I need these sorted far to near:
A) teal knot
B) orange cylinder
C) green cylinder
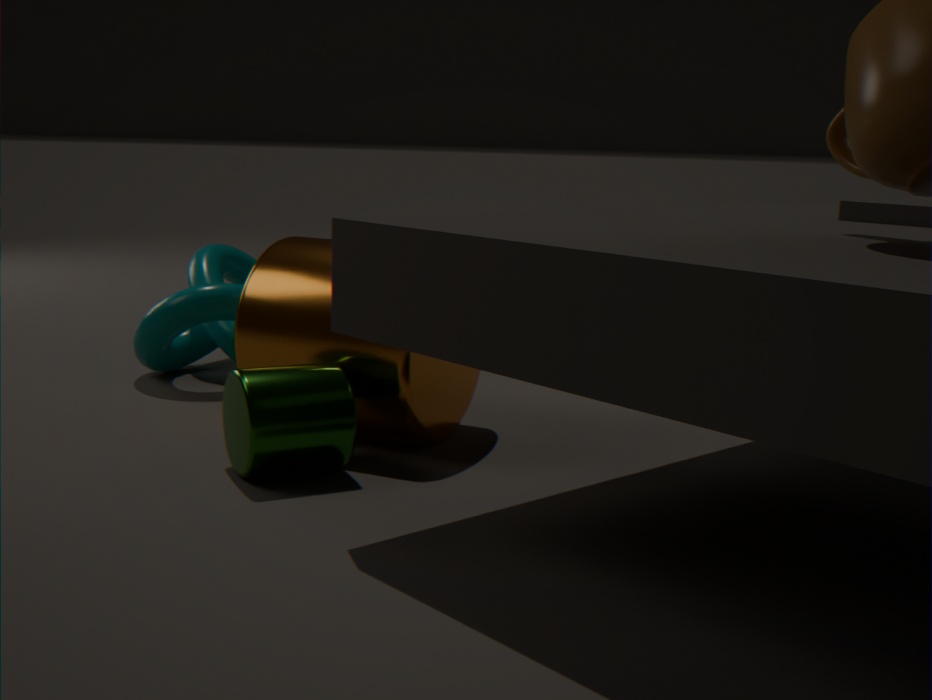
1. teal knot
2. orange cylinder
3. green cylinder
